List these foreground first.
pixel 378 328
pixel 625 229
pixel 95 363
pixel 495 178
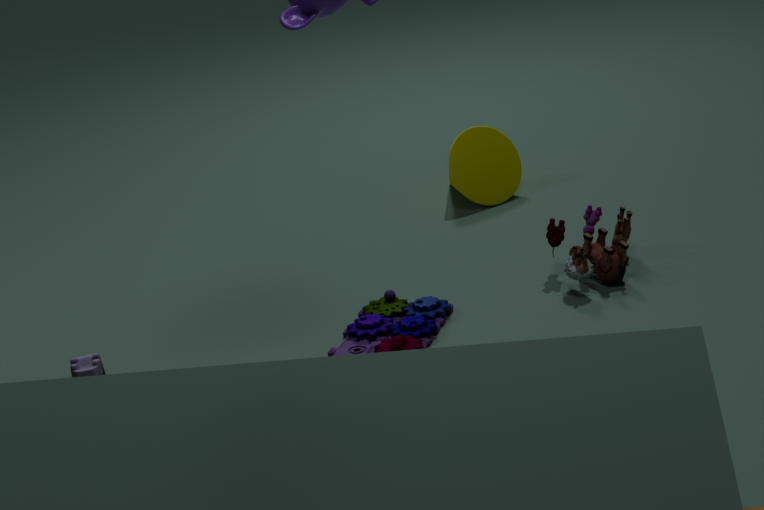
1. pixel 95 363
2. pixel 378 328
3. pixel 625 229
4. pixel 495 178
